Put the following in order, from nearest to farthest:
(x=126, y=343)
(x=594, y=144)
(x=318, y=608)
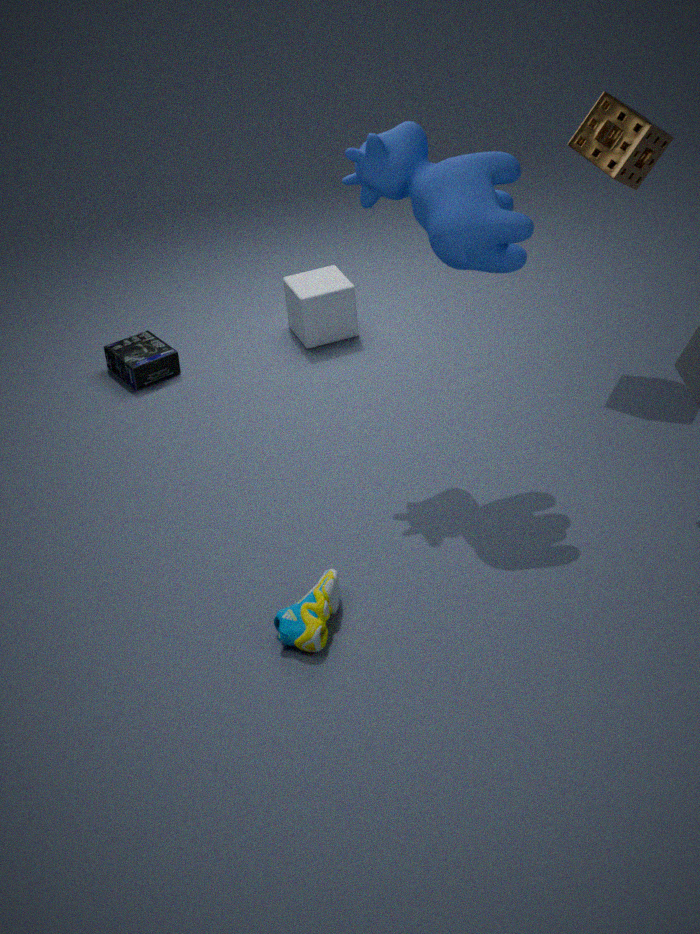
(x=318, y=608) → (x=594, y=144) → (x=126, y=343)
